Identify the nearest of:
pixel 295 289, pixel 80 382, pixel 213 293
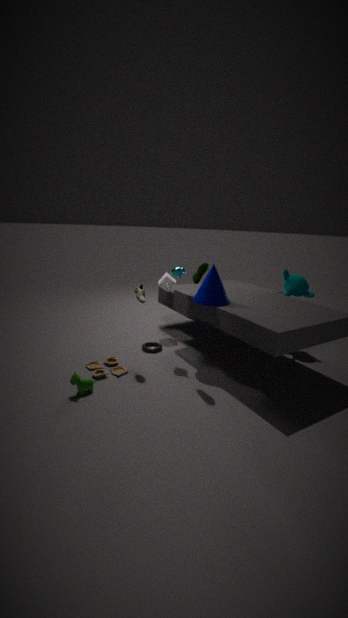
pixel 80 382
